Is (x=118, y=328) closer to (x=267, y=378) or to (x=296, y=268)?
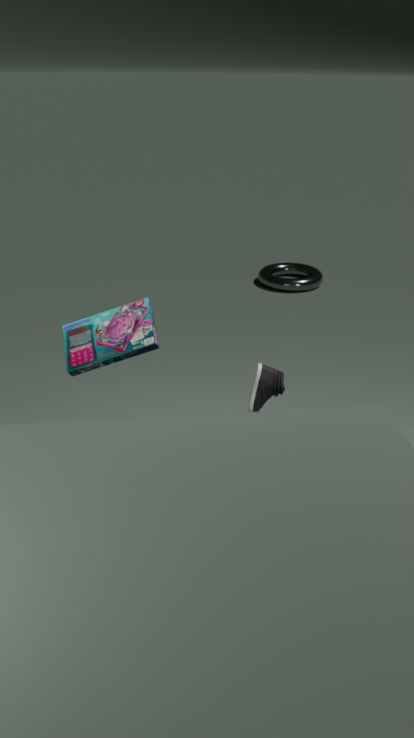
(x=267, y=378)
